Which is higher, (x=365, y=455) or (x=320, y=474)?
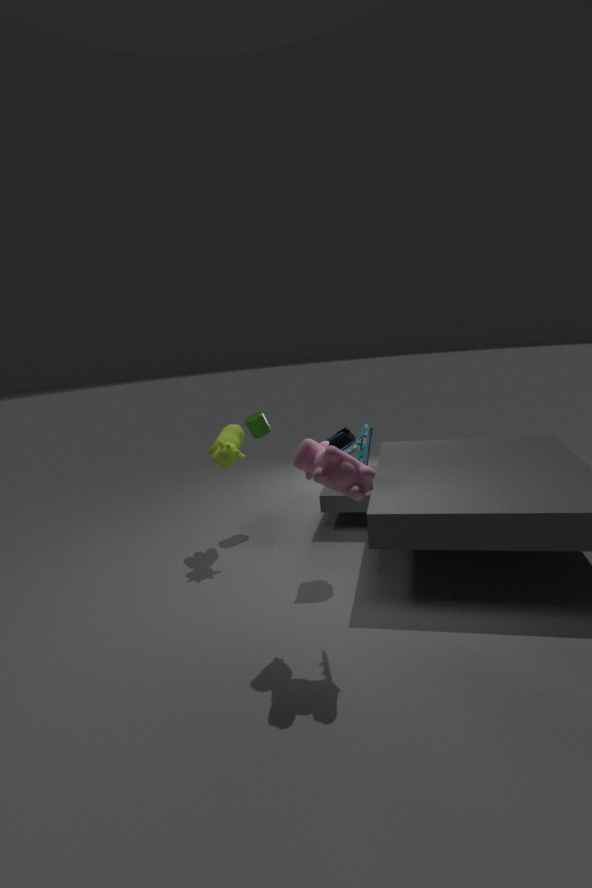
(x=365, y=455)
